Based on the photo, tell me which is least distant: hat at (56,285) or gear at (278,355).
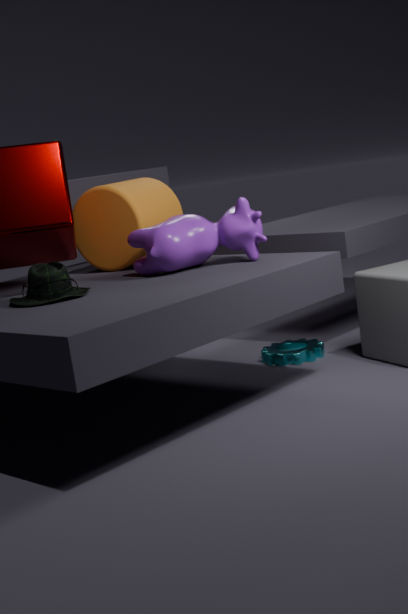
hat at (56,285)
